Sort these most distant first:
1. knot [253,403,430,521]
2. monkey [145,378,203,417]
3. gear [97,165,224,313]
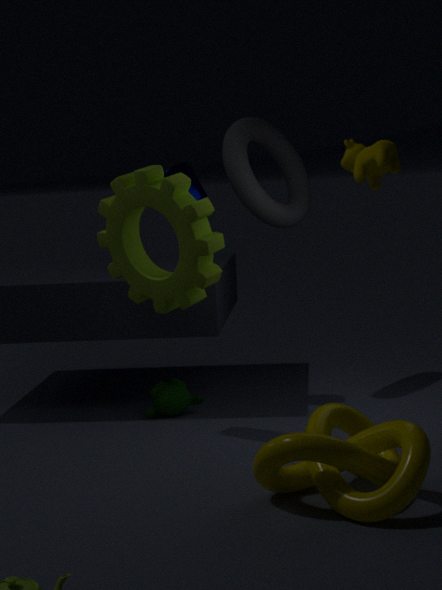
monkey [145,378,203,417], gear [97,165,224,313], knot [253,403,430,521]
